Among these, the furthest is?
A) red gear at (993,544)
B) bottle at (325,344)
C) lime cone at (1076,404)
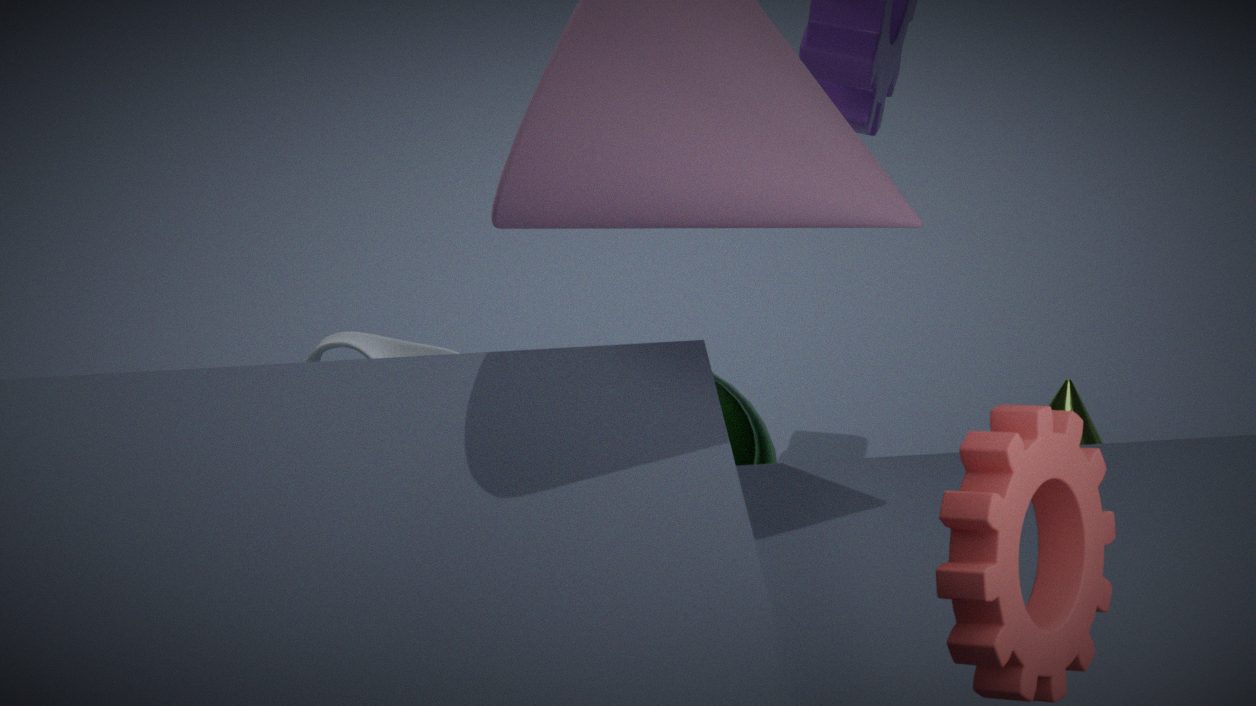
bottle at (325,344)
